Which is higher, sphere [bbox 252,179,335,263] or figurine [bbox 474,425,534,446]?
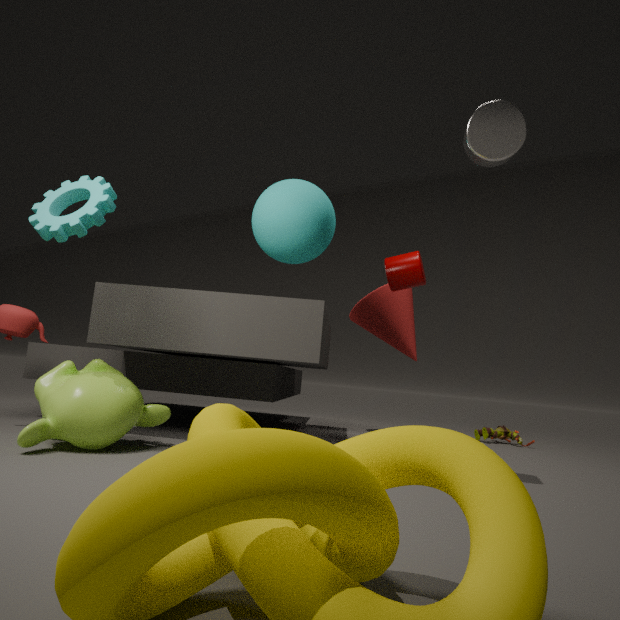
sphere [bbox 252,179,335,263]
